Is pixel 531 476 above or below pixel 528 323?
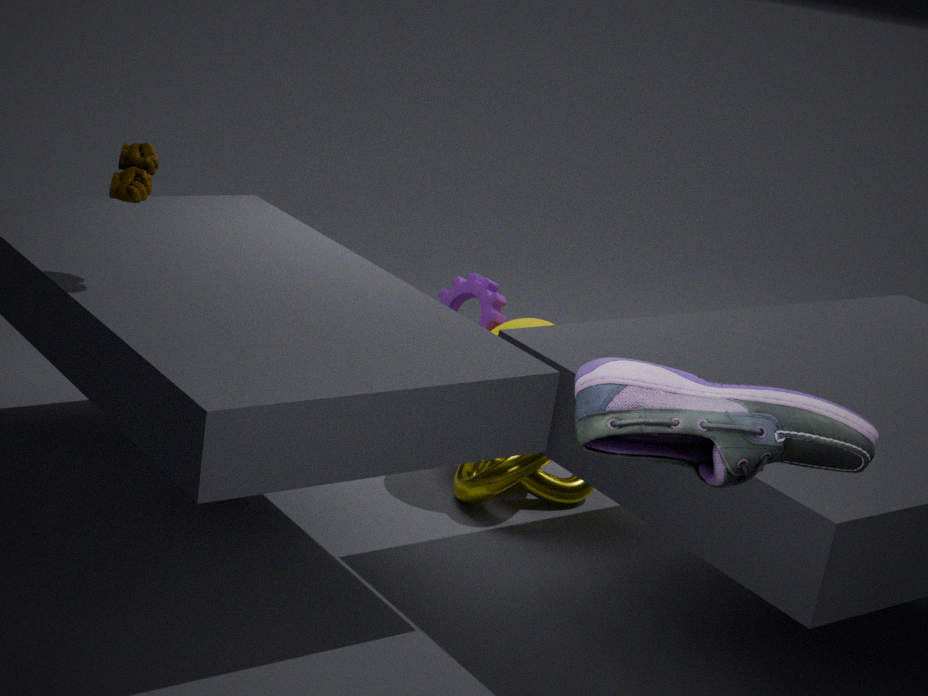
below
